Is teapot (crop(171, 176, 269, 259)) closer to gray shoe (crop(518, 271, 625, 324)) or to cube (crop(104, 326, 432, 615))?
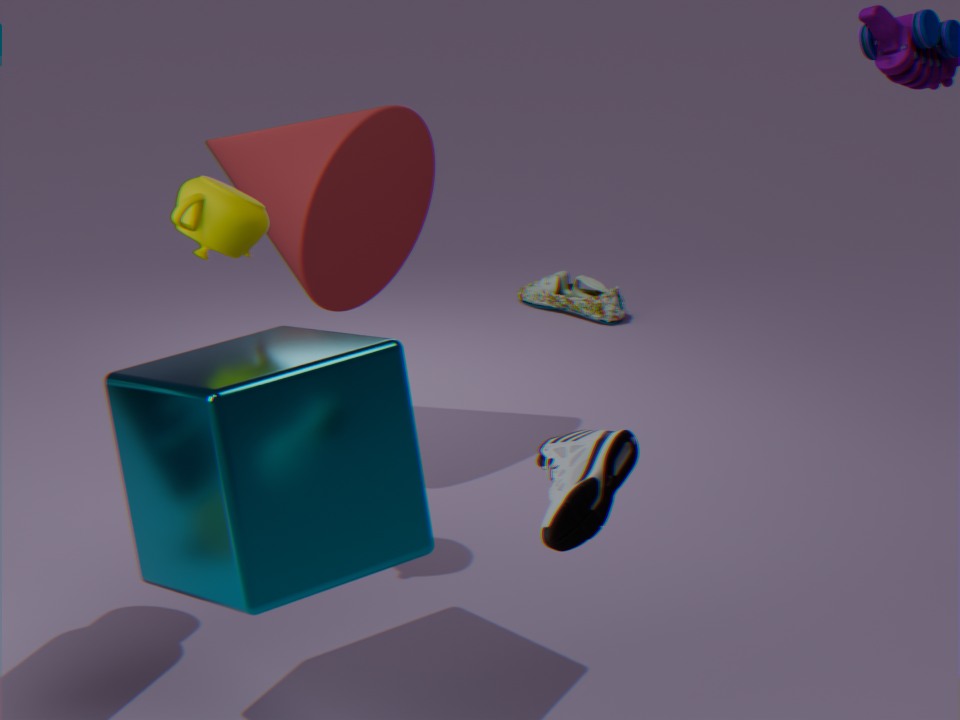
cube (crop(104, 326, 432, 615))
